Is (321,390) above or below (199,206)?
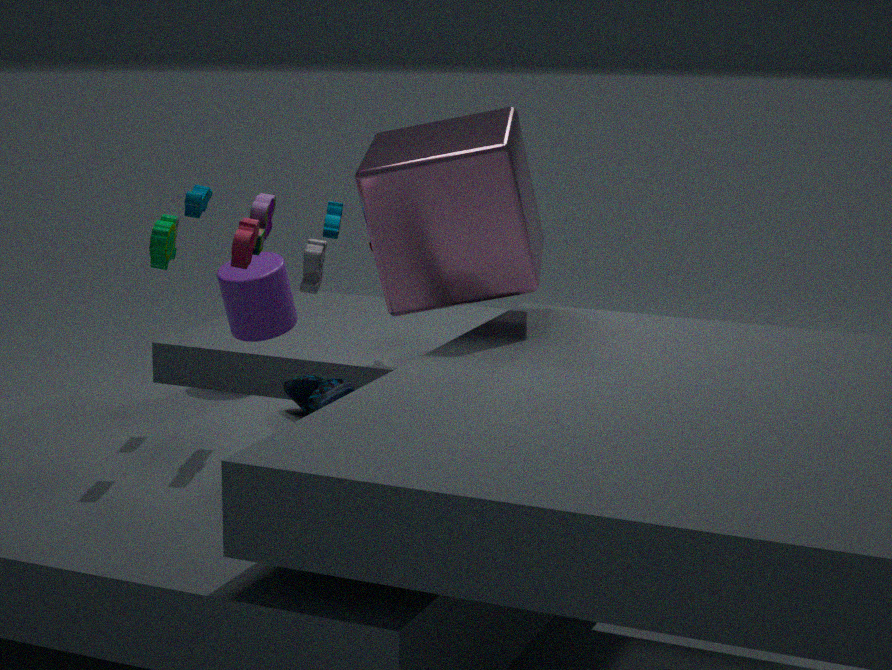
below
